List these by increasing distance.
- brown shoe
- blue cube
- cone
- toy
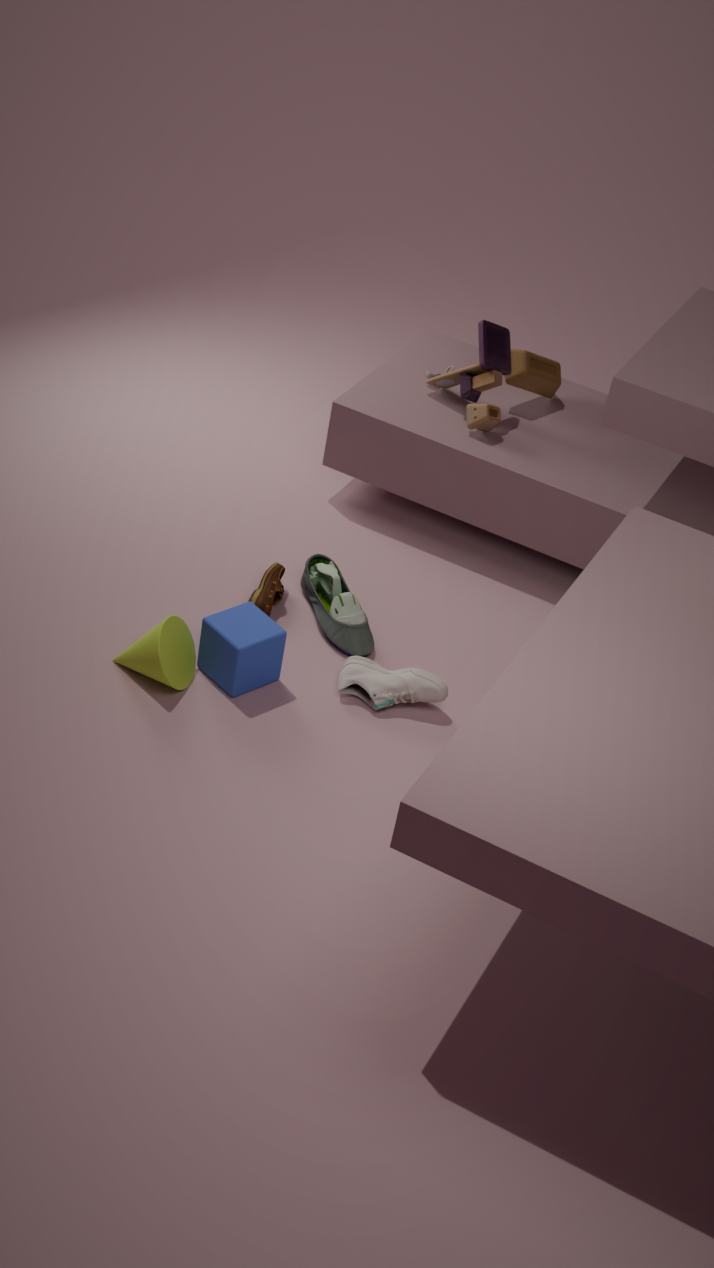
cone
blue cube
brown shoe
toy
